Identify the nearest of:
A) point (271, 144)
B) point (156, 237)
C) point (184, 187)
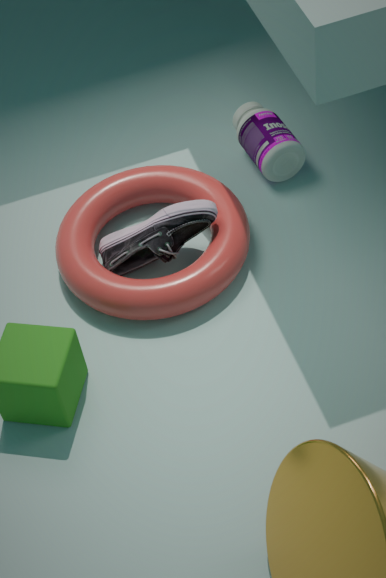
point (156, 237)
